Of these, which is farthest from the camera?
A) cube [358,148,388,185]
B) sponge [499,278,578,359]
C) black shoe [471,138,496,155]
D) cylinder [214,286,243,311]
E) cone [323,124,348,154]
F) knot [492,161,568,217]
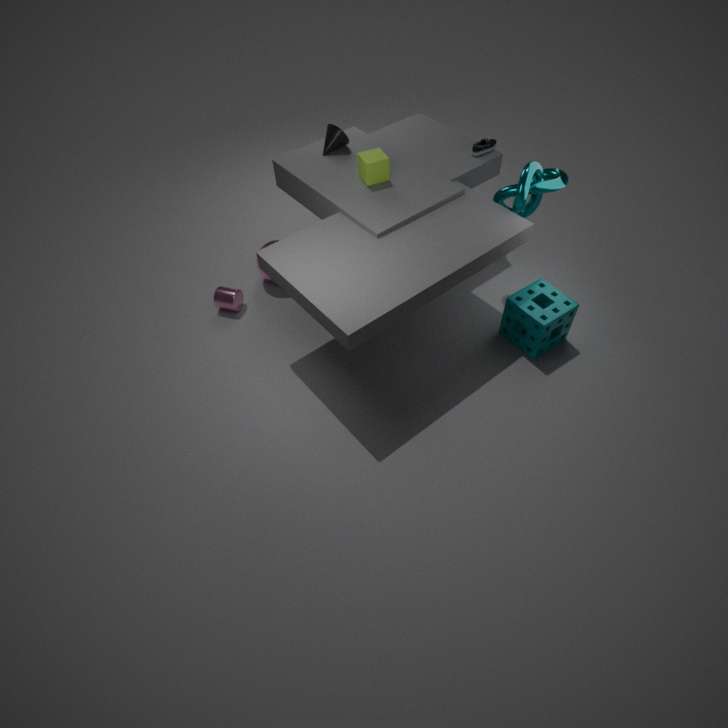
cylinder [214,286,243,311]
